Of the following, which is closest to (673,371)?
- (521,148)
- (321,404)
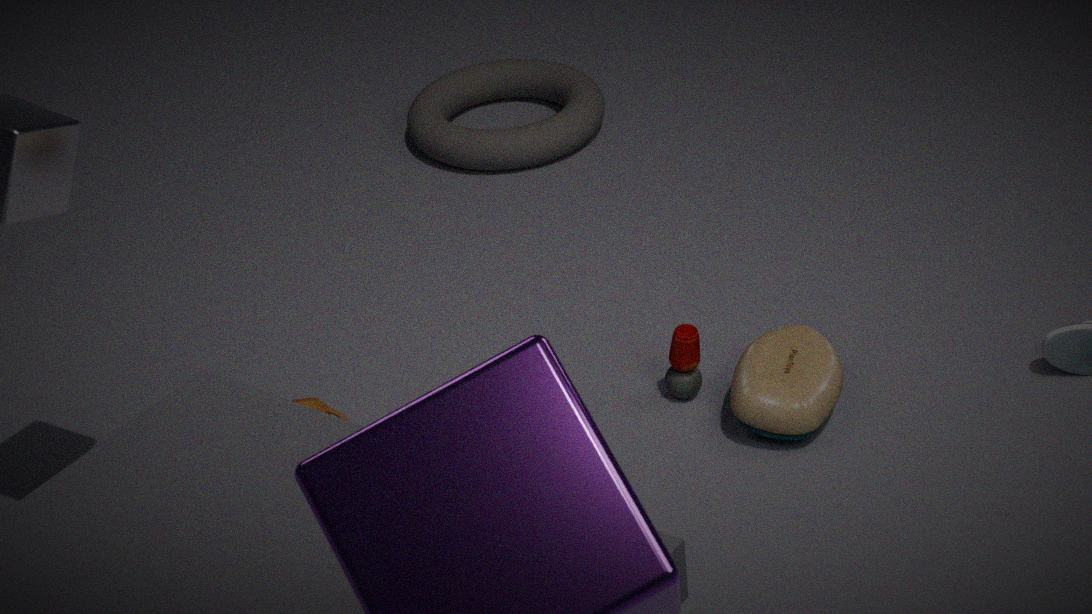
(321,404)
